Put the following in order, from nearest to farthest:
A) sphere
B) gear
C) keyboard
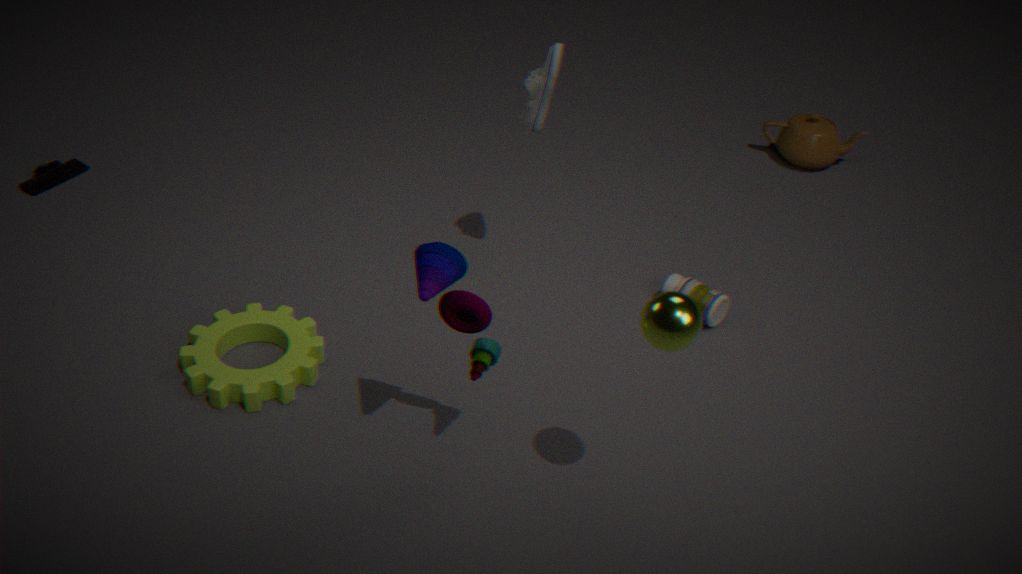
1. sphere
2. gear
3. keyboard
